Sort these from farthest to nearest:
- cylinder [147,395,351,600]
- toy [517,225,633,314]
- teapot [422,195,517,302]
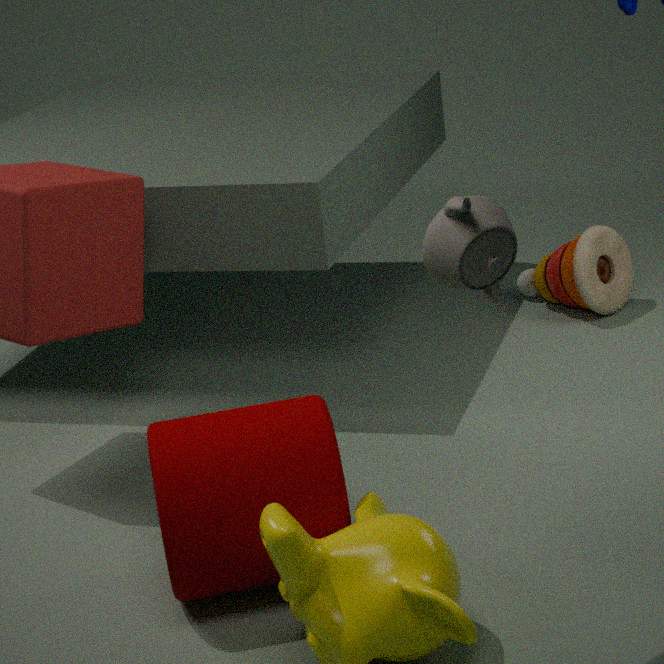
1. toy [517,225,633,314]
2. cylinder [147,395,351,600]
3. teapot [422,195,517,302]
